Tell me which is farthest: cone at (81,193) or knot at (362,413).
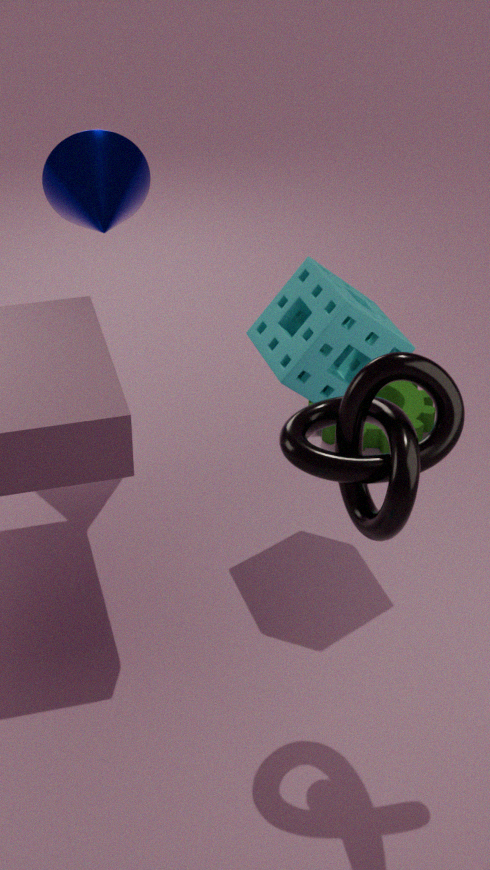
cone at (81,193)
